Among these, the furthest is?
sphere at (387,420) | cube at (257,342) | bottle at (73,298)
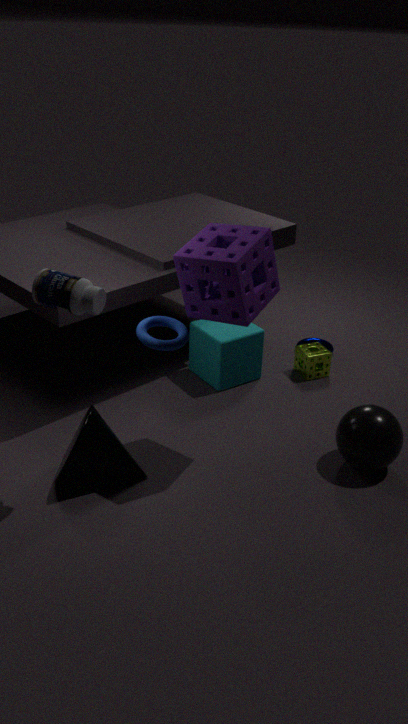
cube at (257,342)
